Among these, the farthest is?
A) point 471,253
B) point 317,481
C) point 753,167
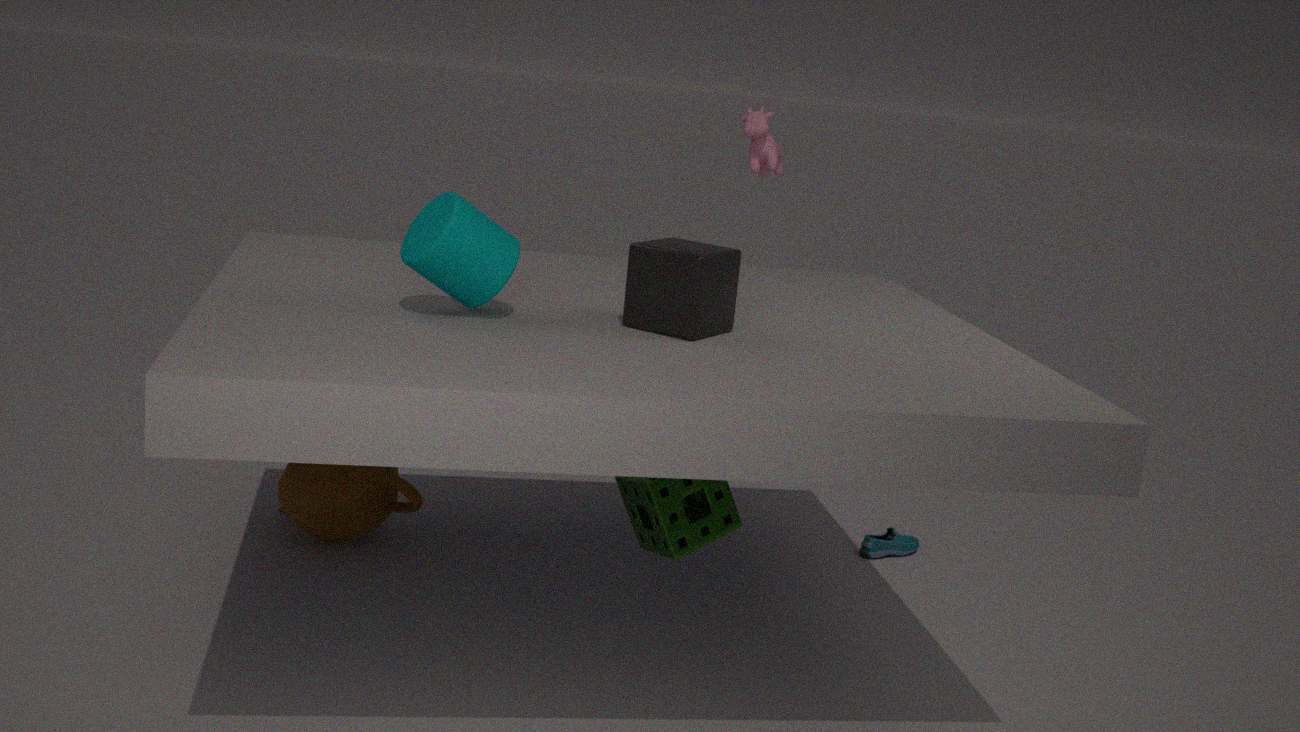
point 753,167
